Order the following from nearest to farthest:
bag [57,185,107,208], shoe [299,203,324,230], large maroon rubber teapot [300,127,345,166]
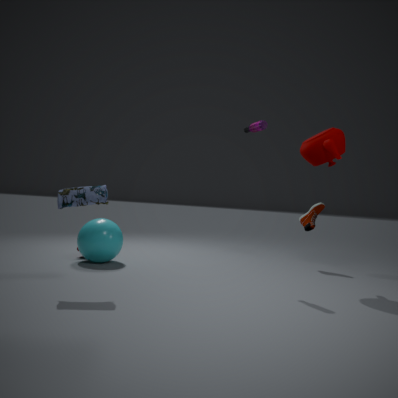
bag [57,185,107,208]
large maroon rubber teapot [300,127,345,166]
shoe [299,203,324,230]
